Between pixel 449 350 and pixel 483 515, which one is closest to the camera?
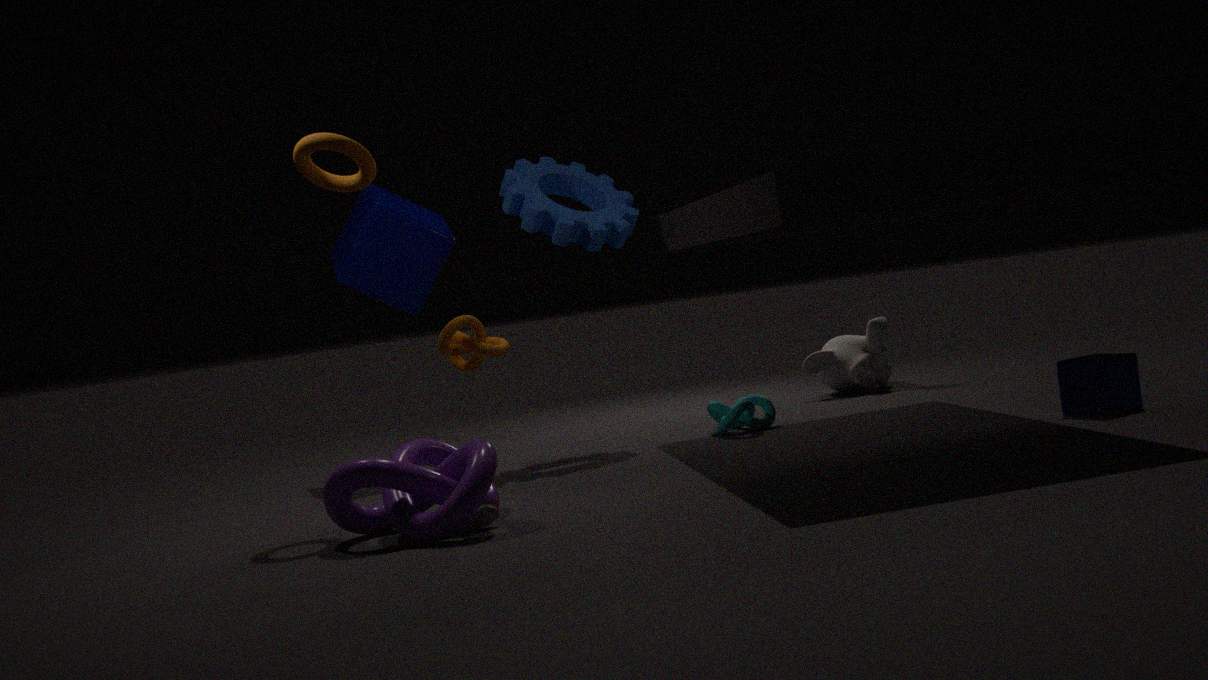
pixel 483 515
